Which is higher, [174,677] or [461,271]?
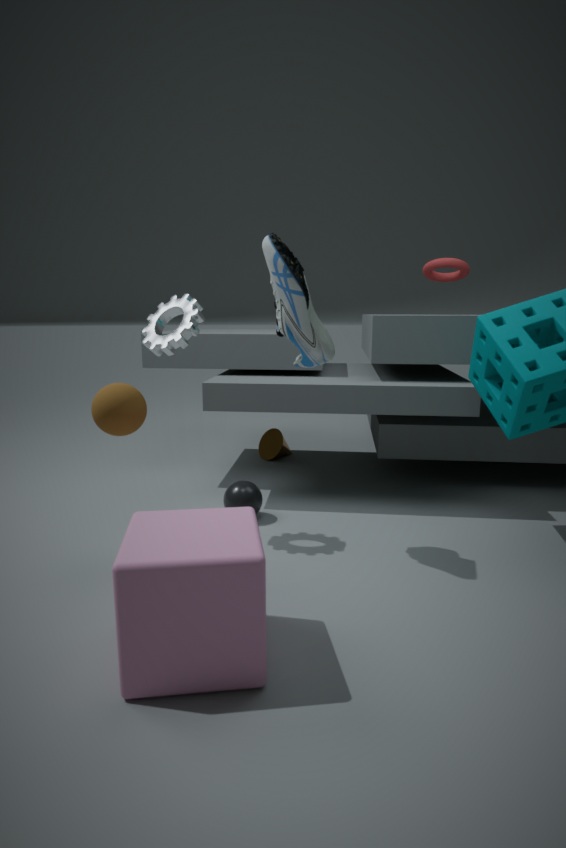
[461,271]
